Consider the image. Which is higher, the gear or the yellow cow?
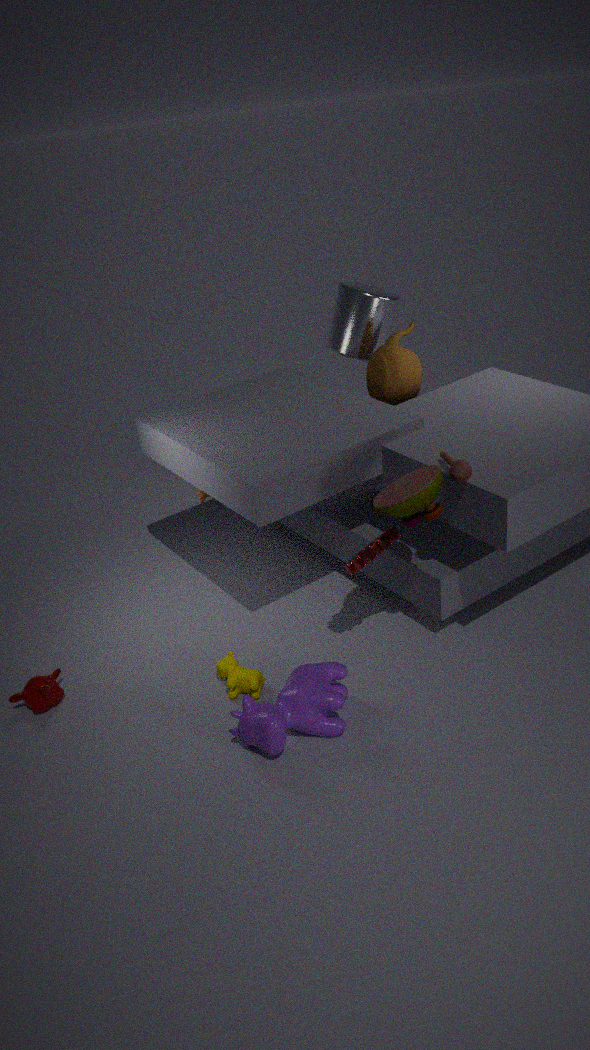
the gear
